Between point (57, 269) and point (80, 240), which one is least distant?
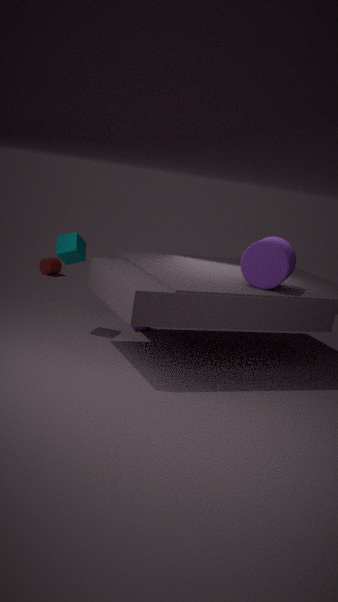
point (80, 240)
